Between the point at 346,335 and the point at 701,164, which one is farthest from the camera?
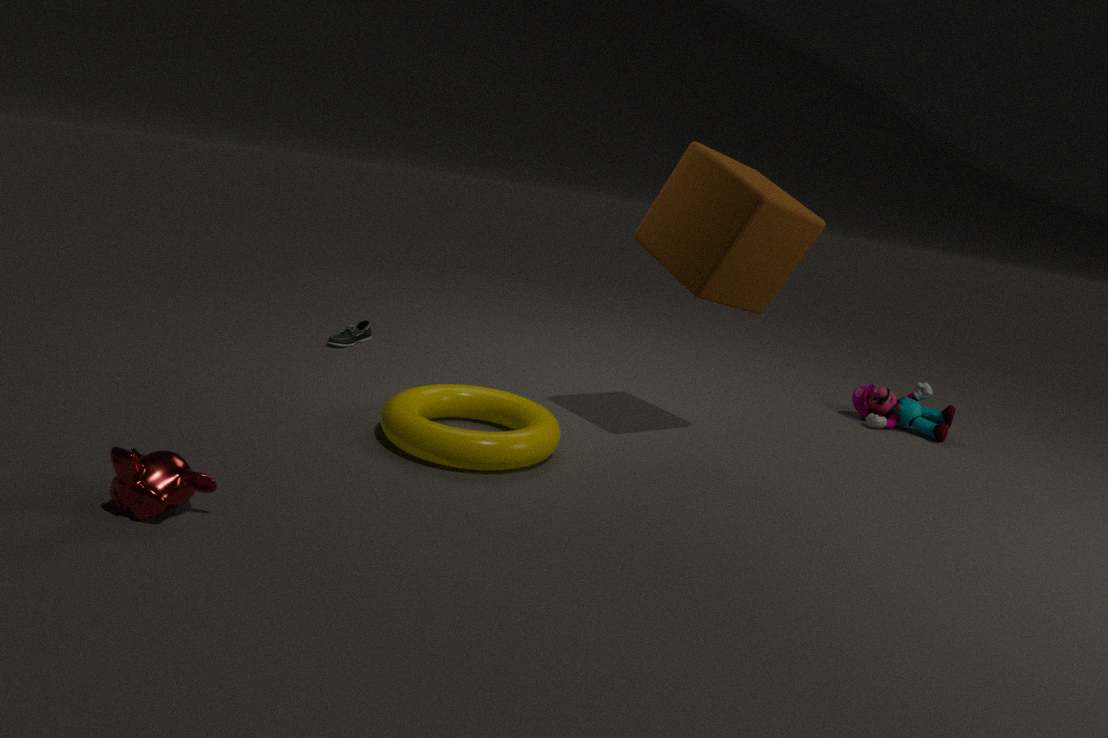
the point at 346,335
